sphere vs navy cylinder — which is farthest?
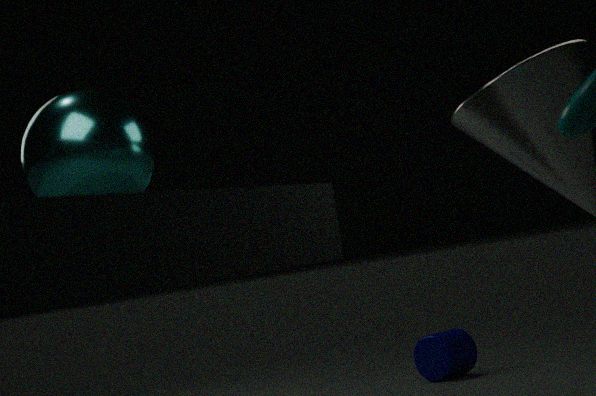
navy cylinder
